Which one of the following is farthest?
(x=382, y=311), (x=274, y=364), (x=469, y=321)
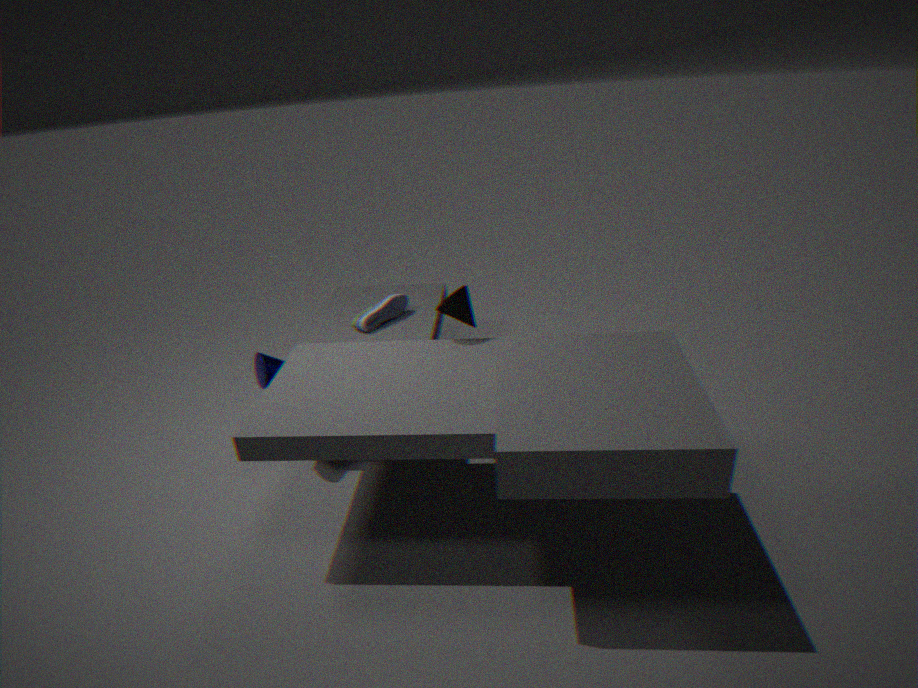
(x=382, y=311)
